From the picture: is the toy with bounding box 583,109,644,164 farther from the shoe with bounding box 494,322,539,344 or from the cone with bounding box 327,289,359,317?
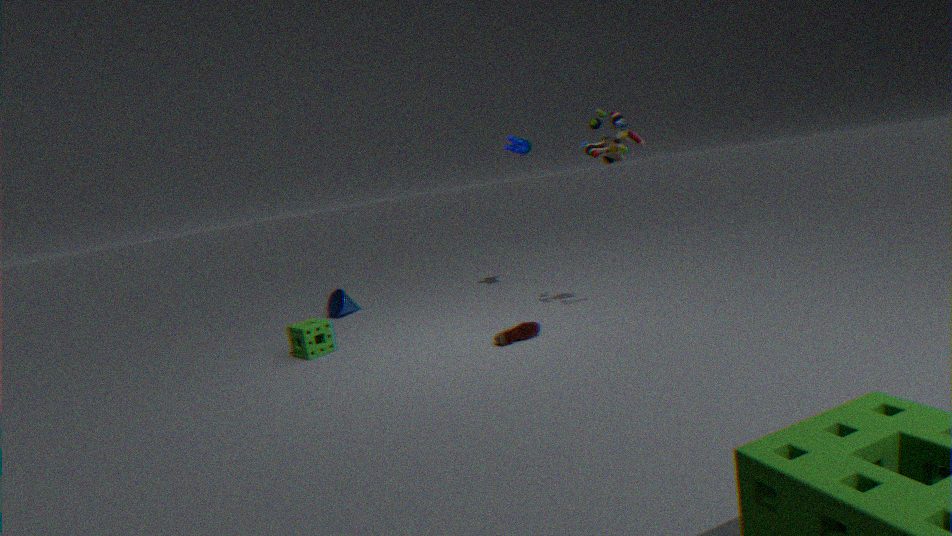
the cone with bounding box 327,289,359,317
